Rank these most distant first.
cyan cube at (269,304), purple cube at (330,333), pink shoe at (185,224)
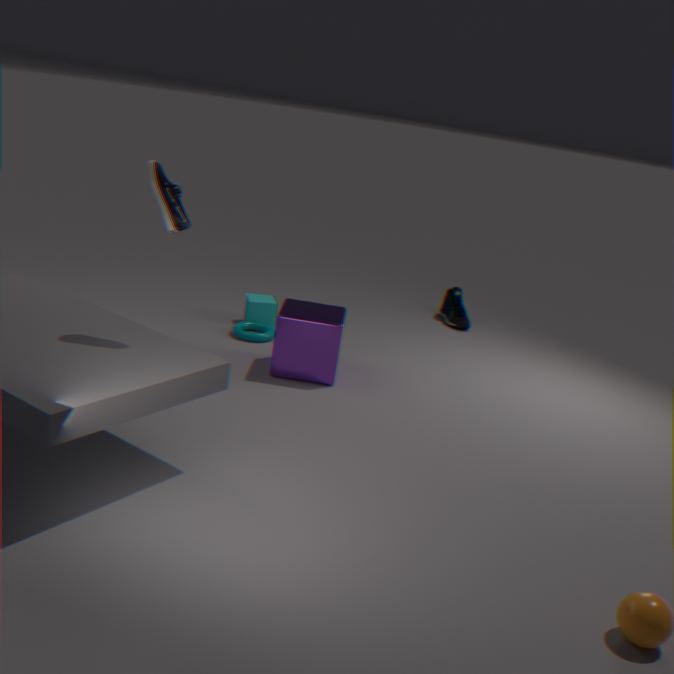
cyan cube at (269,304) < purple cube at (330,333) < pink shoe at (185,224)
